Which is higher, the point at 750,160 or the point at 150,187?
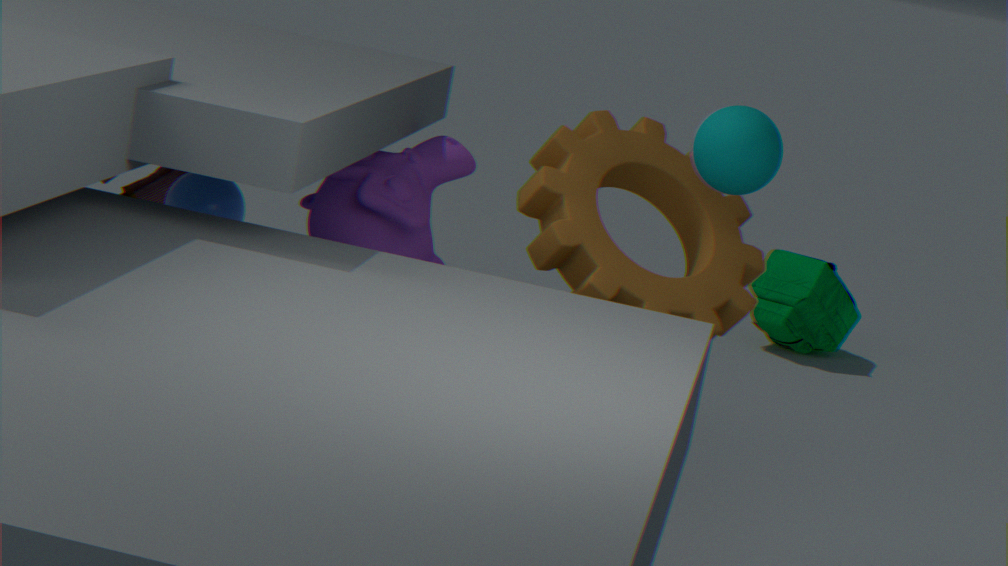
the point at 750,160
